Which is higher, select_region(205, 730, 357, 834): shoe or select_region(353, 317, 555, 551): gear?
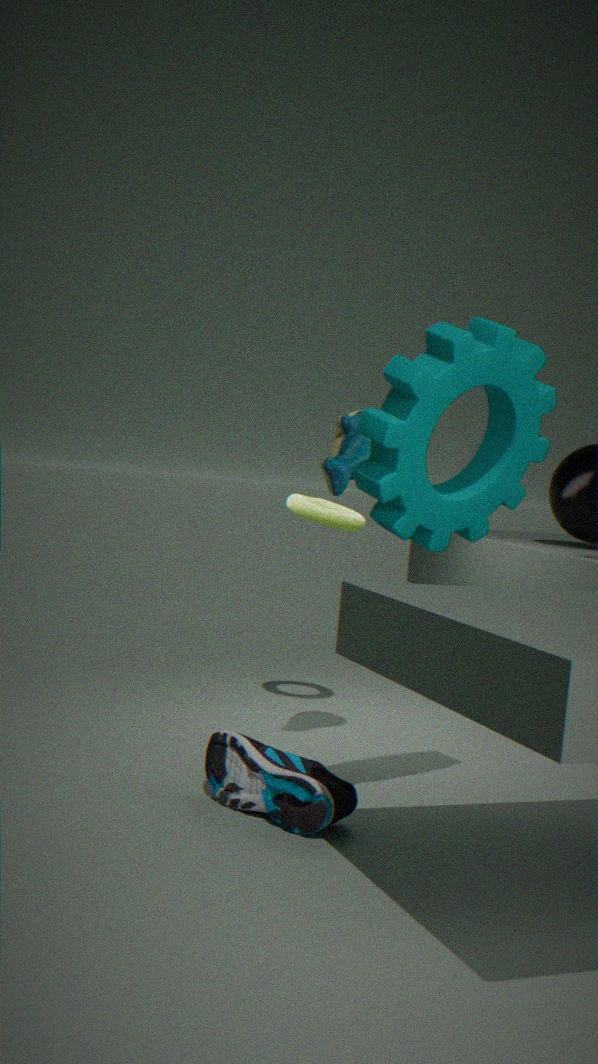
Result: select_region(353, 317, 555, 551): gear
